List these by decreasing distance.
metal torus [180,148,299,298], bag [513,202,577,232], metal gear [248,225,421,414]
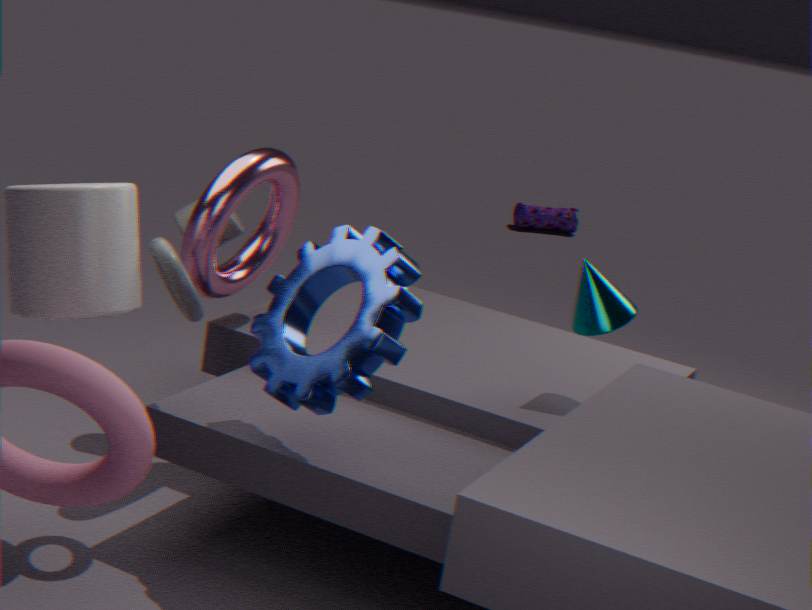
bag [513,202,577,232] < metal torus [180,148,299,298] < metal gear [248,225,421,414]
